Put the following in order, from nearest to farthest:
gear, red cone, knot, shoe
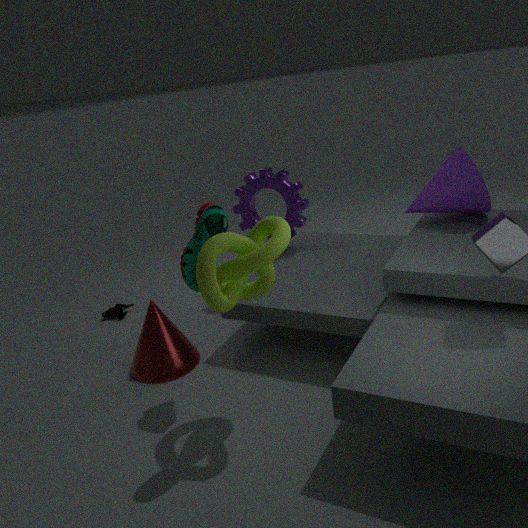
1. knot
2. shoe
3. red cone
4. gear
